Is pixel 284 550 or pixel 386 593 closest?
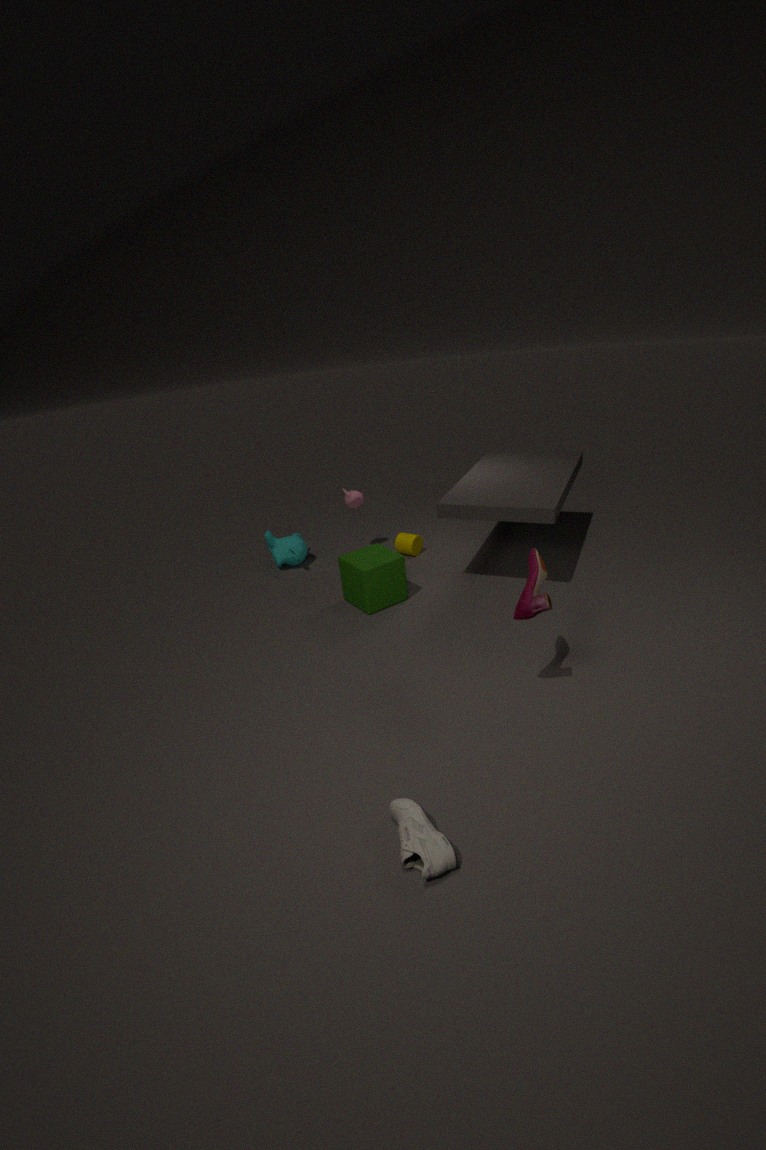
pixel 386 593
